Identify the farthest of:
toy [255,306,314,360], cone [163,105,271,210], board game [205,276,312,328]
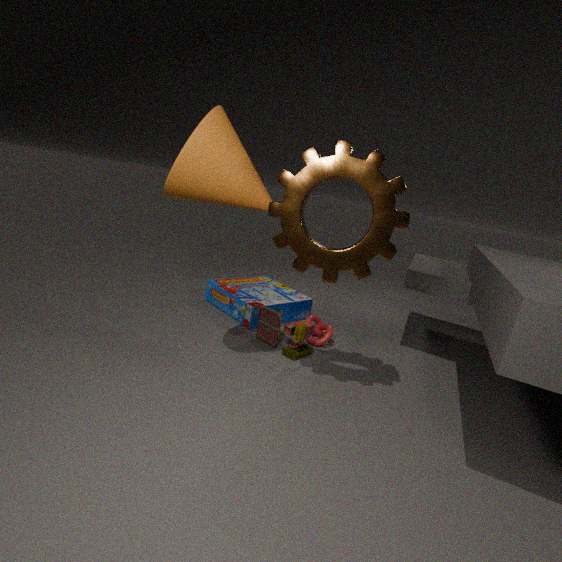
board game [205,276,312,328]
